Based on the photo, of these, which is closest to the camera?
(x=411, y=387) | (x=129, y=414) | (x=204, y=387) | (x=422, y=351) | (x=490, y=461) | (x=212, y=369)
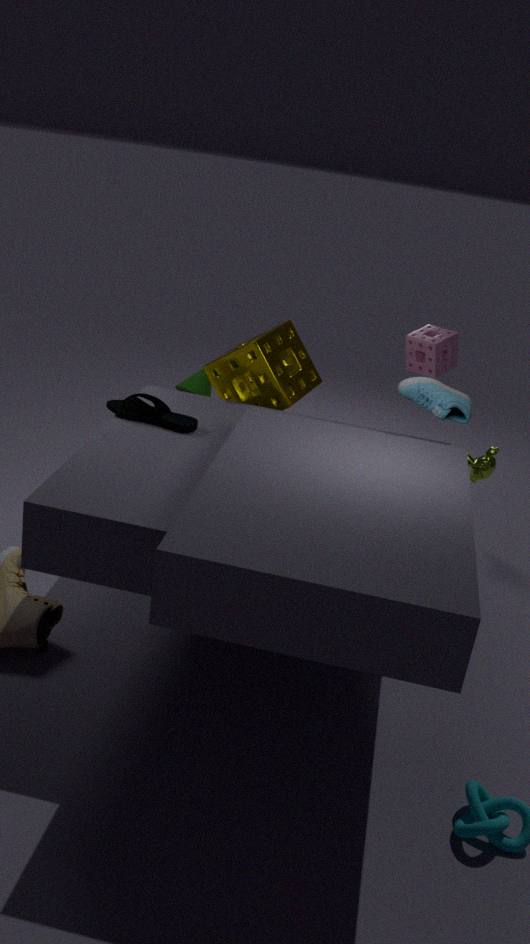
(x=411, y=387)
